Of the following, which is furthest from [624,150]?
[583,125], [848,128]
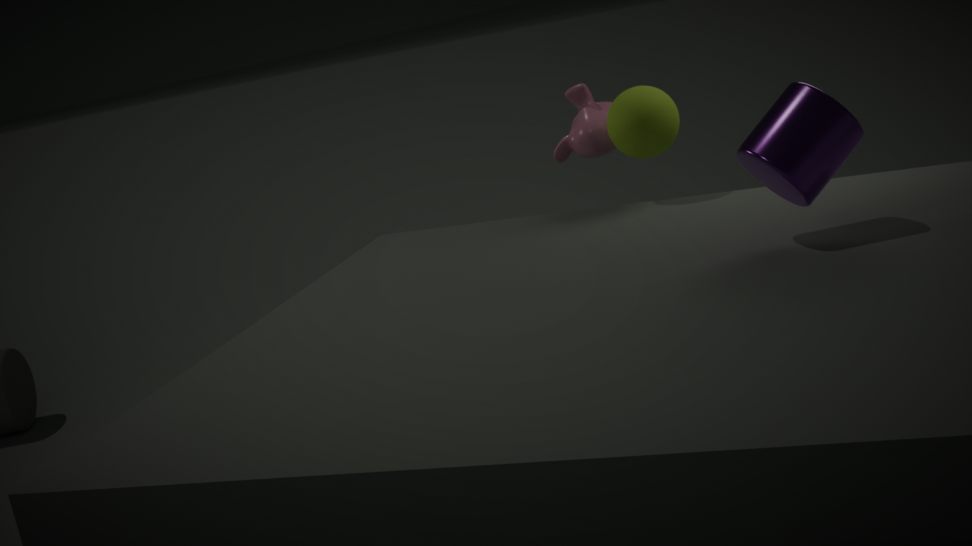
[848,128]
